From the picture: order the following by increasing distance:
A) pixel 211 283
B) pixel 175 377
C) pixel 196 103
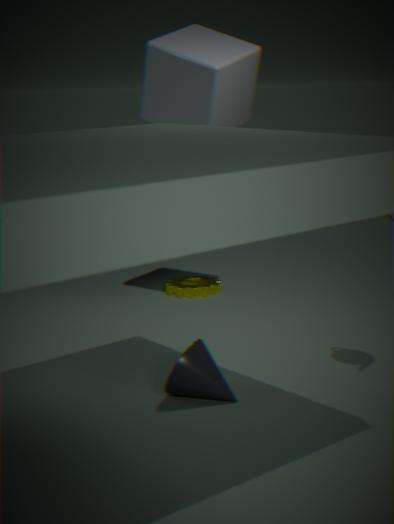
pixel 175 377 < pixel 196 103 < pixel 211 283
